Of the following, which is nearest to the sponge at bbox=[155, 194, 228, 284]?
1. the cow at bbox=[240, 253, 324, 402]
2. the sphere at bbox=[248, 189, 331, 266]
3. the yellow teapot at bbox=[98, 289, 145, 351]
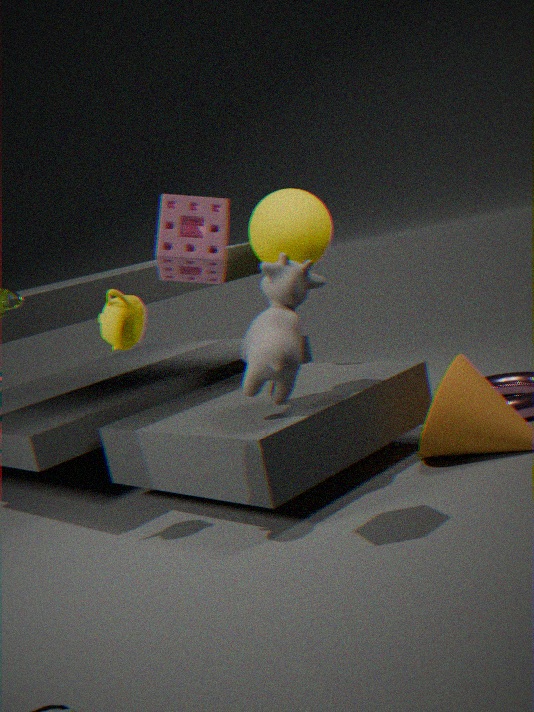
the yellow teapot at bbox=[98, 289, 145, 351]
